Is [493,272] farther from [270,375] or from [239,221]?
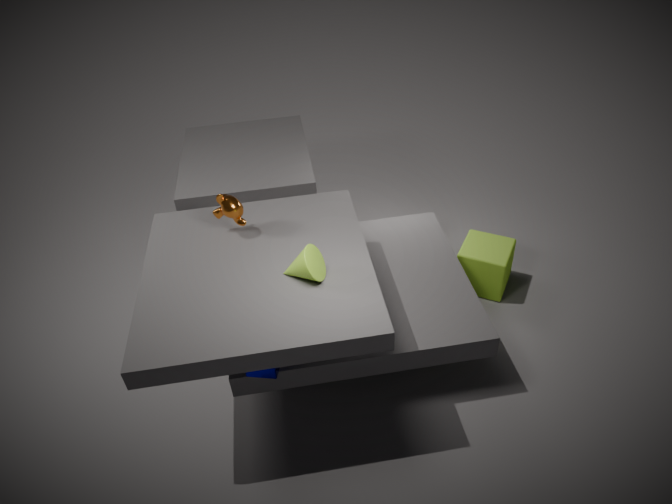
[239,221]
